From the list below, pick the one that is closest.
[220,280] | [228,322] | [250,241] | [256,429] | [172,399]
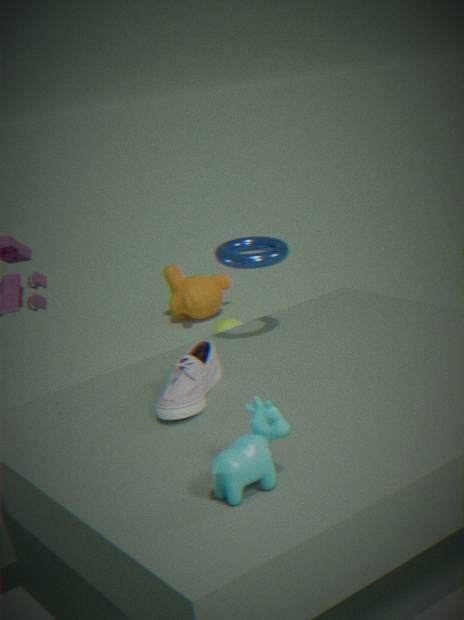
[256,429]
